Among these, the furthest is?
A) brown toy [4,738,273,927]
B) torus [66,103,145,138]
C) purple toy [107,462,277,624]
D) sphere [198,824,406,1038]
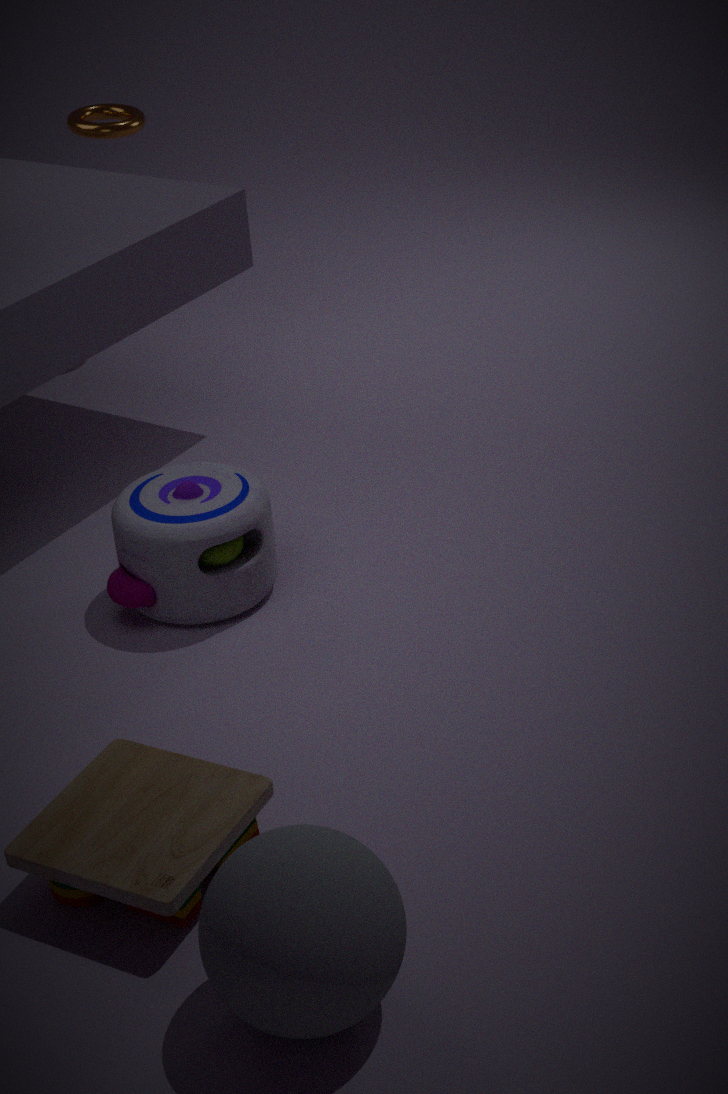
torus [66,103,145,138]
